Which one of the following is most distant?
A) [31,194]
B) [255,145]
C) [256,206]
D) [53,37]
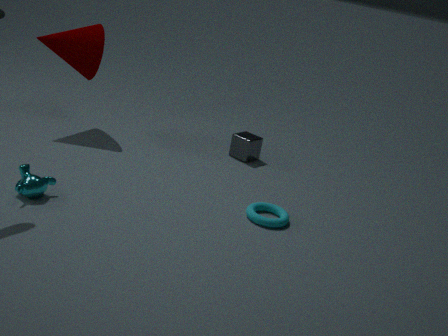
[255,145]
